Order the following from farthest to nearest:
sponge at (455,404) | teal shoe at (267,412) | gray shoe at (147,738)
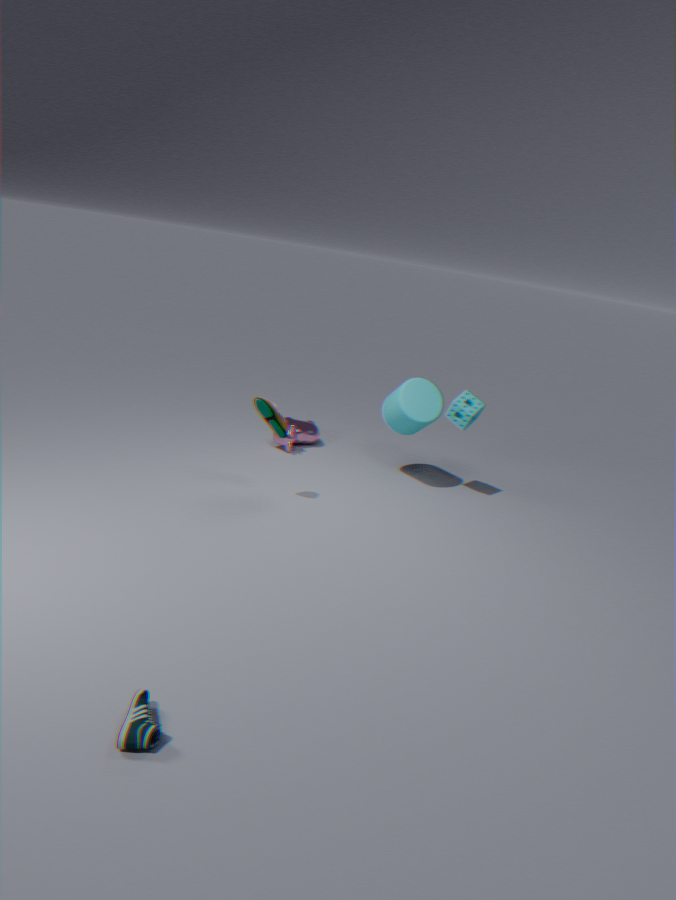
sponge at (455,404) → teal shoe at (267,412) → gray shoe at (147,738)
